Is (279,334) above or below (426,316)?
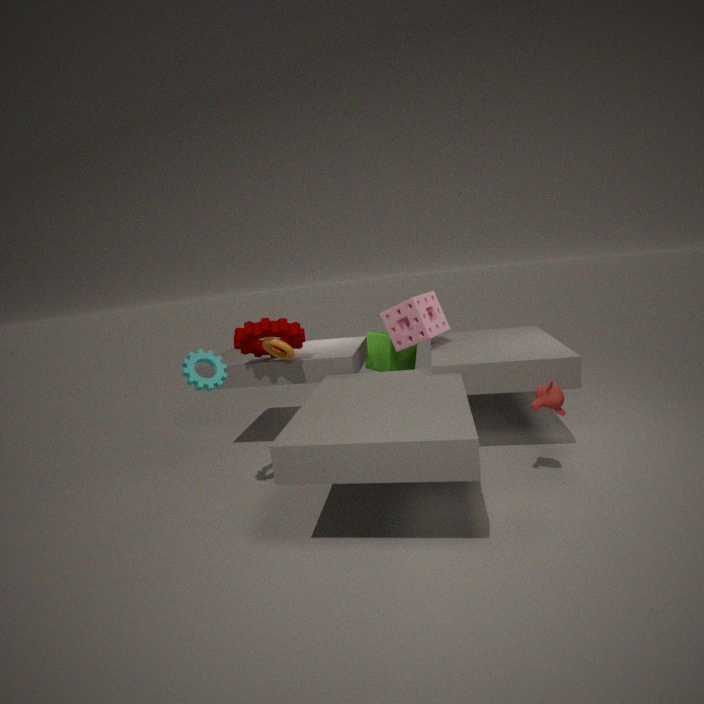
above
